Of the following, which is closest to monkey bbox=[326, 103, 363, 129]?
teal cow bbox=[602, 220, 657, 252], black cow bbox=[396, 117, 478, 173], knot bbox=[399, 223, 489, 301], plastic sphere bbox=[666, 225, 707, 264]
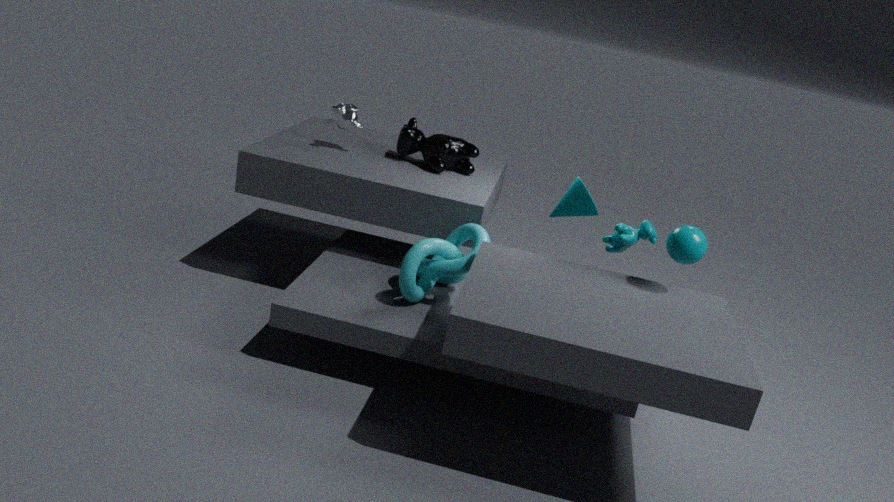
black cow bbox=[396, 117, 478, 173]
